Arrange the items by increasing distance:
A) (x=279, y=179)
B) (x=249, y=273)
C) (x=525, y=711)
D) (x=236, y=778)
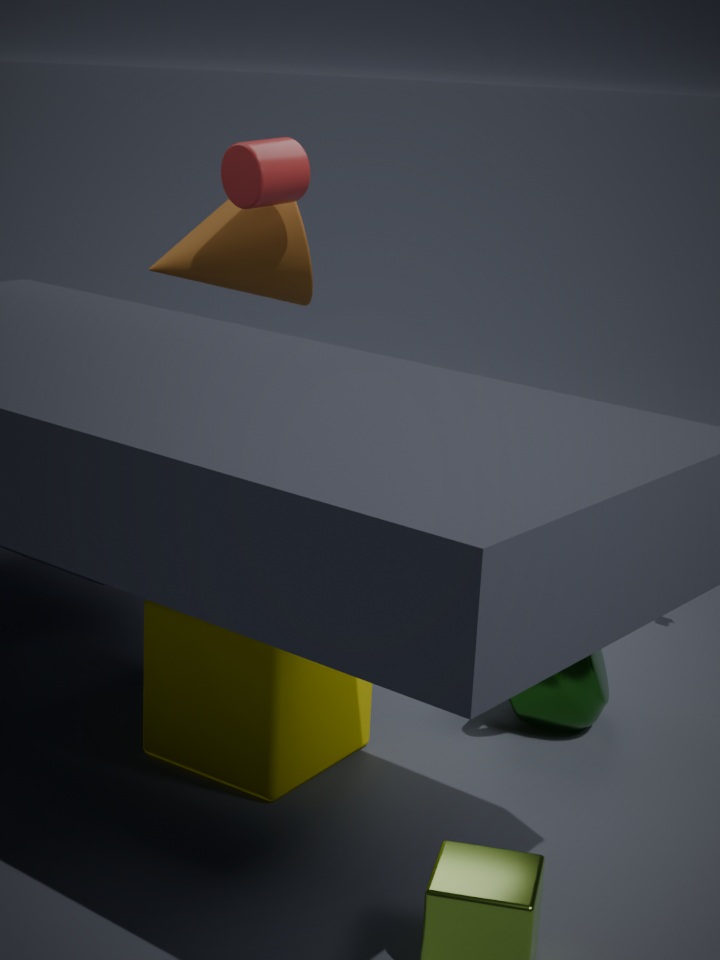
(x=236, y=778) → (x=525, y=711) → (x=279, y=179) → (x=249, y=273)
